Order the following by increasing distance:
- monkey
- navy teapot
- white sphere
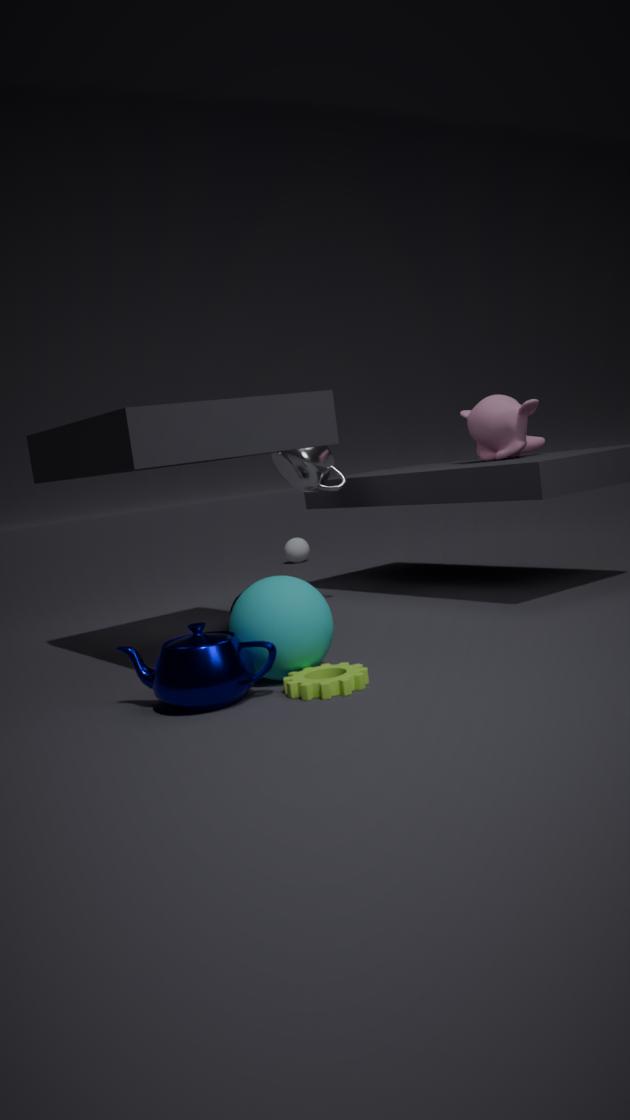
navy teapot
monkey
white sphere
